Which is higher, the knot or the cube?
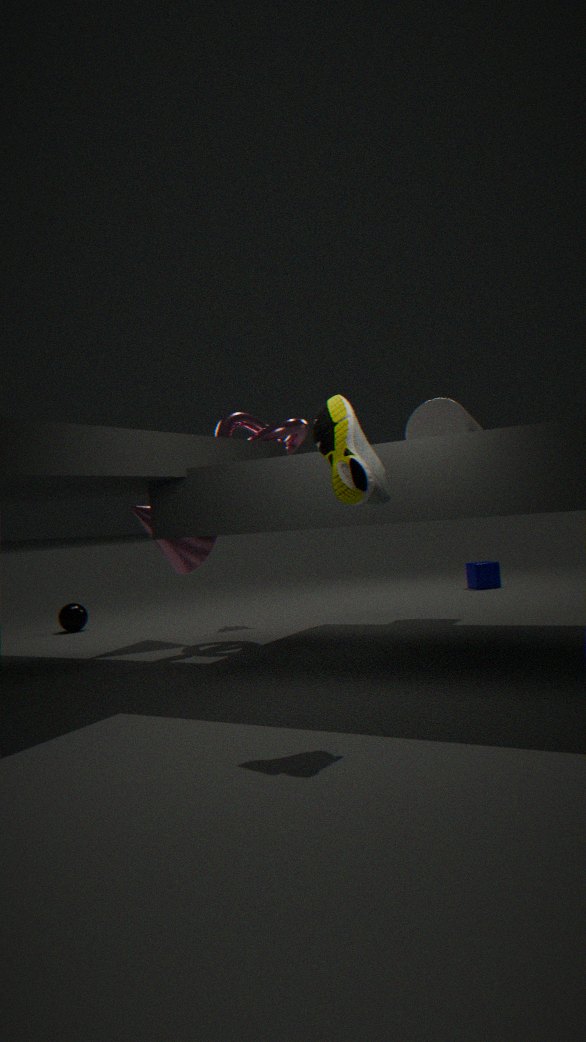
the knot
